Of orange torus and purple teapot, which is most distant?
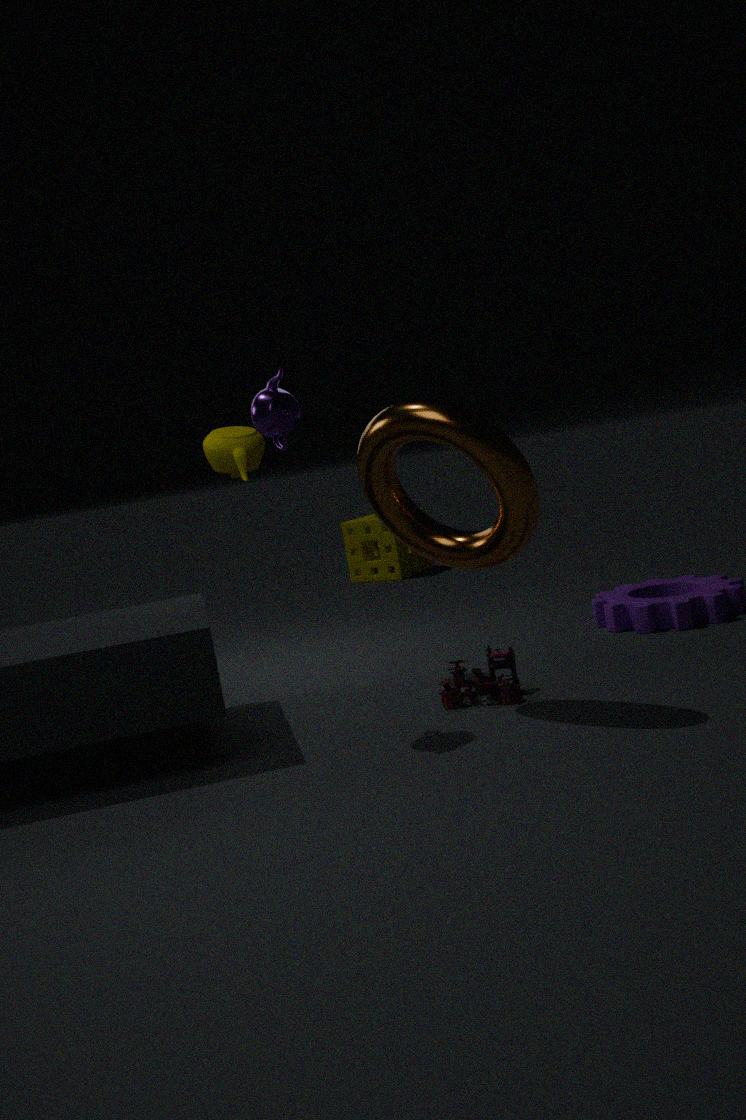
purple teapot
